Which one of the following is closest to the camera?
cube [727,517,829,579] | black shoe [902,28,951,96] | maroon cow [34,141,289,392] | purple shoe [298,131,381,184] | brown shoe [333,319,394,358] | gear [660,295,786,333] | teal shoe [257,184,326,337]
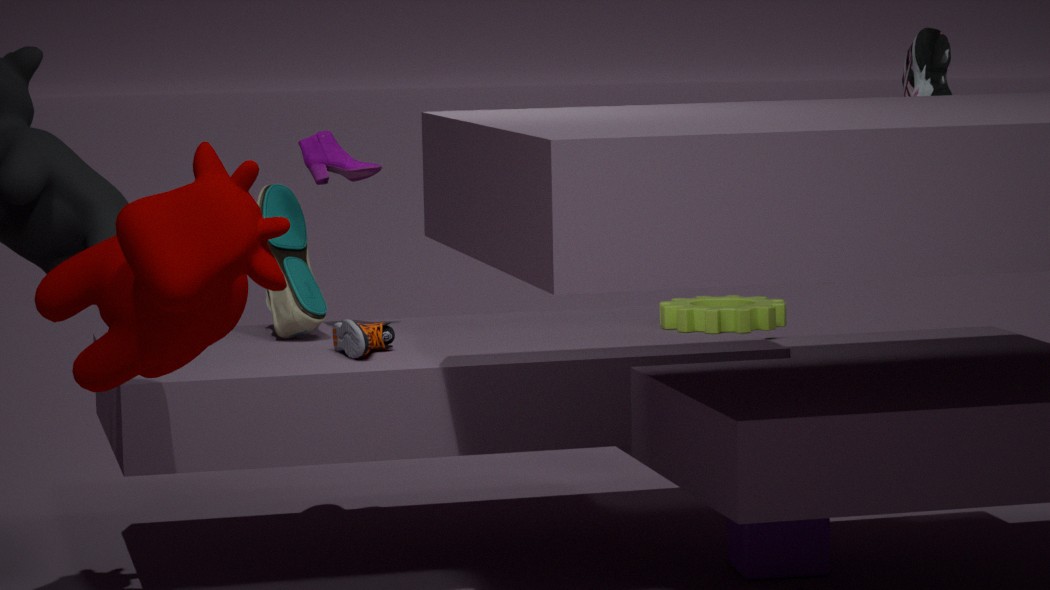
maroon cow [34,141,289,392]
